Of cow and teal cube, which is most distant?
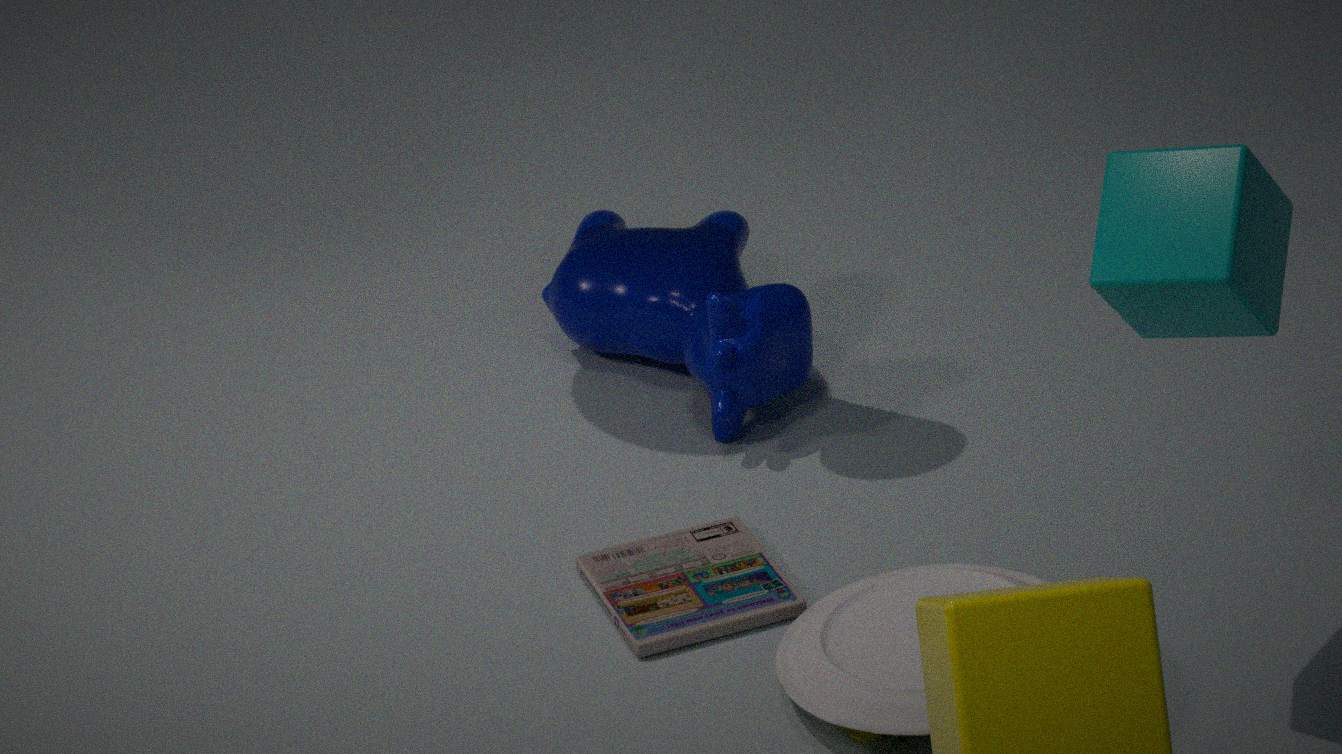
cow
